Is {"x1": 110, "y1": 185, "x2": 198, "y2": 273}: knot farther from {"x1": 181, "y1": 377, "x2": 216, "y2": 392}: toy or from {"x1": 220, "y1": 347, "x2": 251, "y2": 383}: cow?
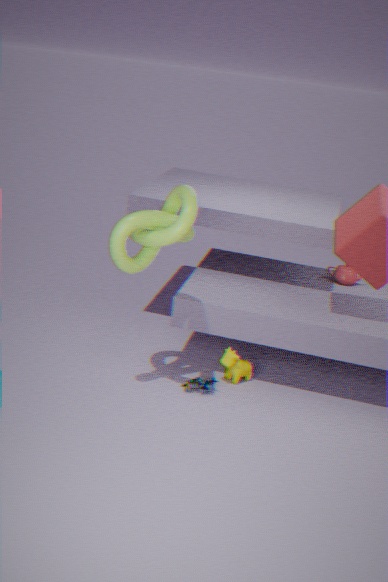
{"x1": 181, "y1": 377, "x2": 216, "y2": 392}: toy
